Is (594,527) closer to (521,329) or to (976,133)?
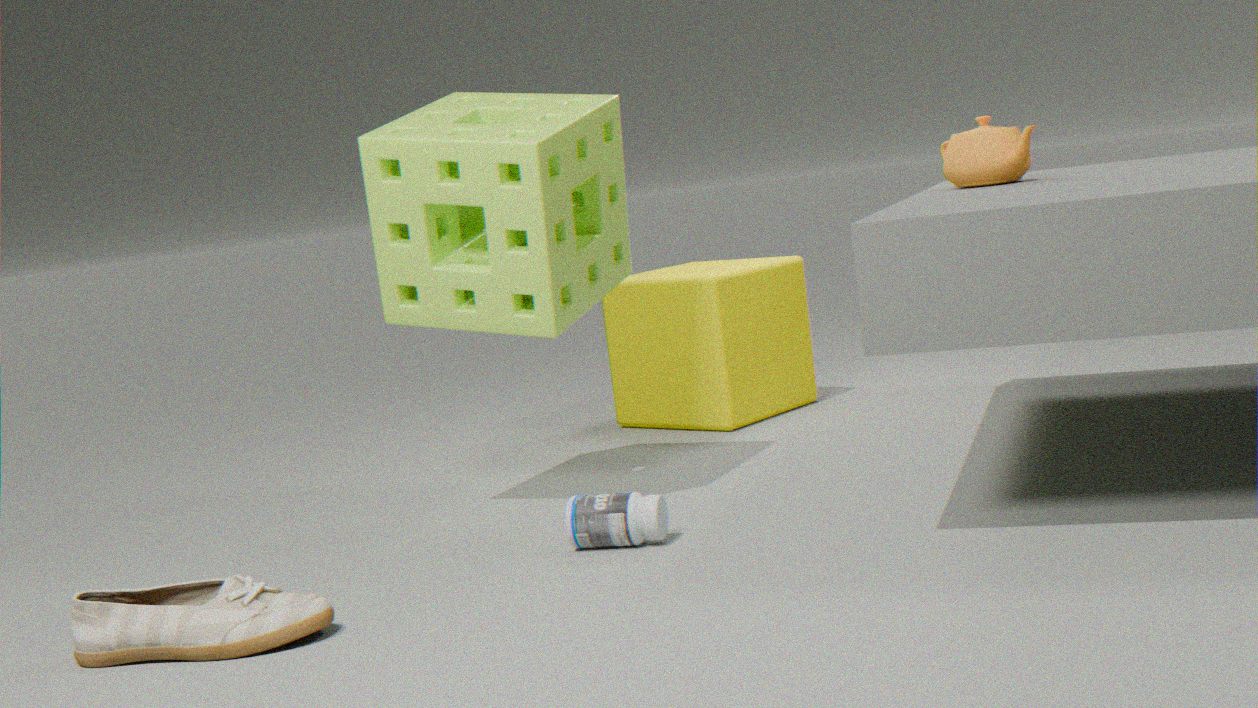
(521,329)
